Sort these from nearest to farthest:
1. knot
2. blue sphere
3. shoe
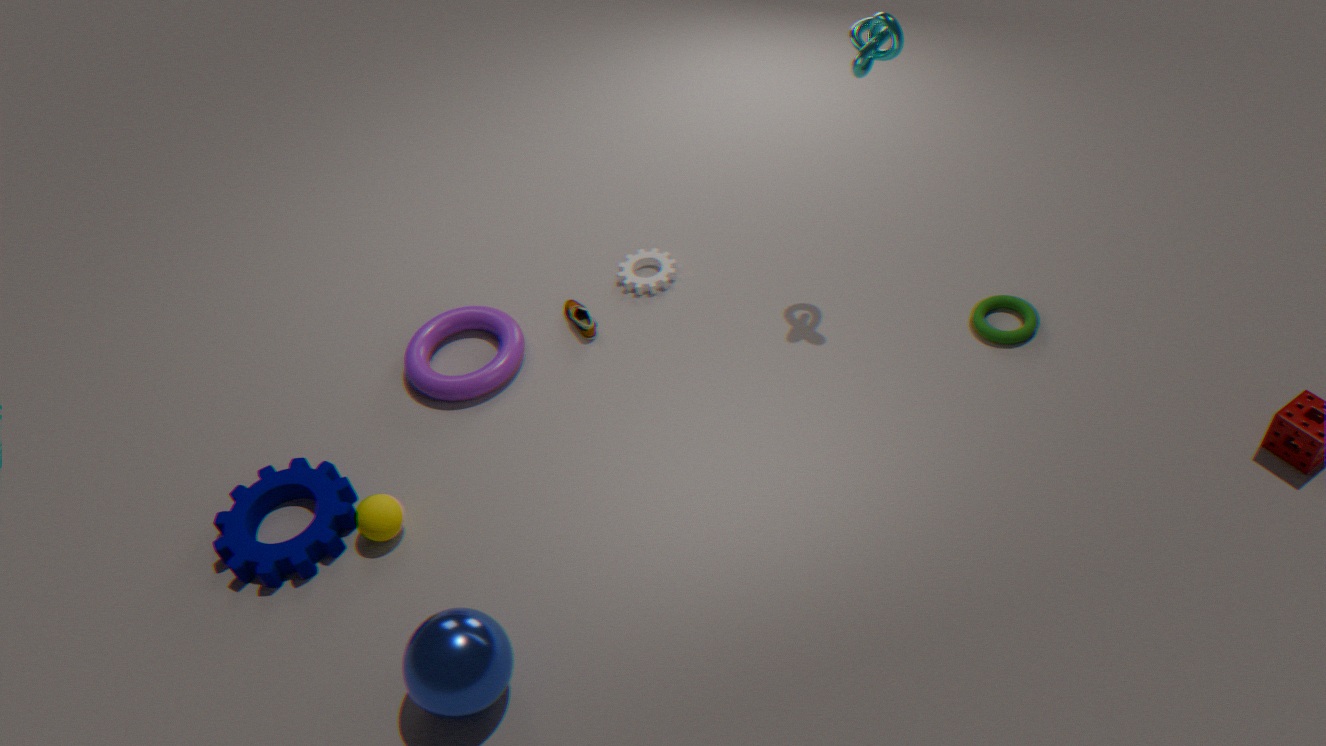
1. blue sphere
2. knot
3. shoe
